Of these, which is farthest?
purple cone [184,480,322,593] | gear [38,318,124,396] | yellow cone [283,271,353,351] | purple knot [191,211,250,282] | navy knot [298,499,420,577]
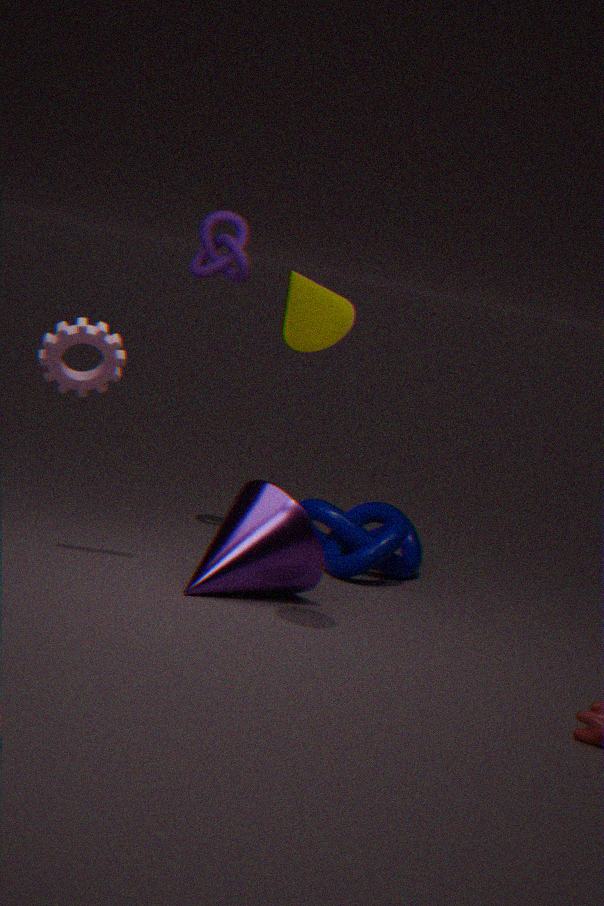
navy knot [298,499,420,577]
